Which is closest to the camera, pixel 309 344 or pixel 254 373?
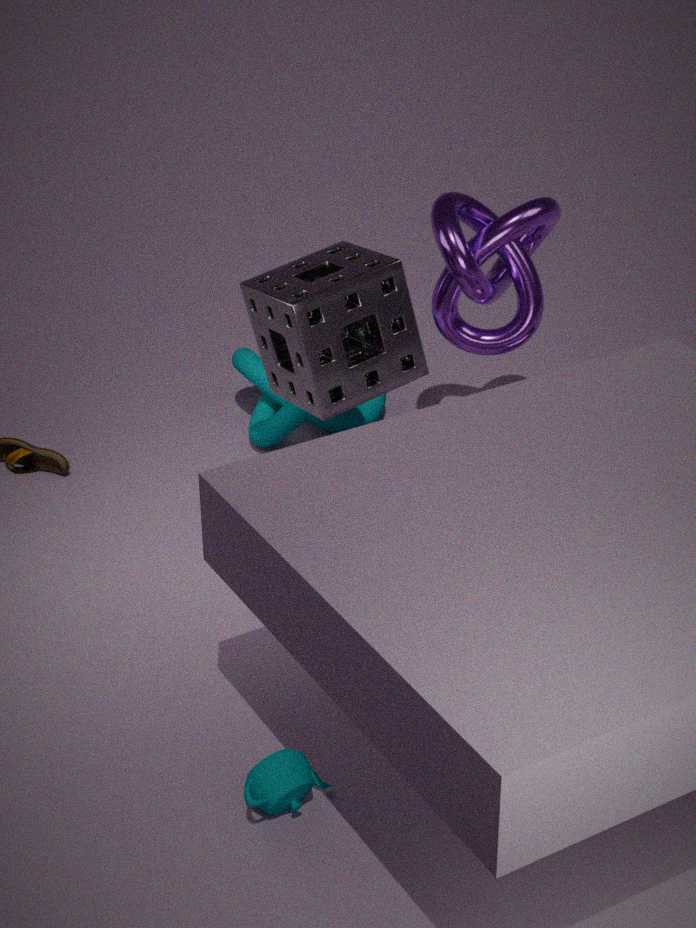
pixel 309 344
